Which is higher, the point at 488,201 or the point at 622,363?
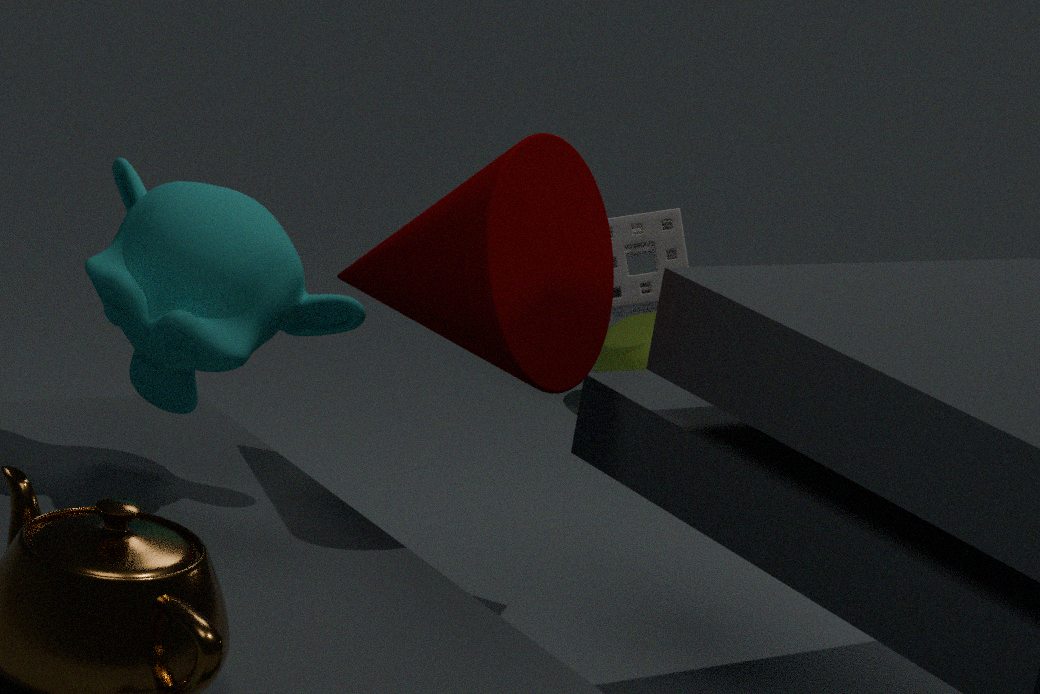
the point at 488,201
